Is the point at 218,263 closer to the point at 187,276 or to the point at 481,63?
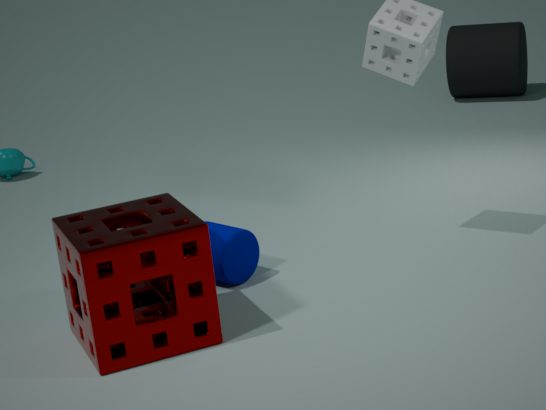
the point at 187,276
